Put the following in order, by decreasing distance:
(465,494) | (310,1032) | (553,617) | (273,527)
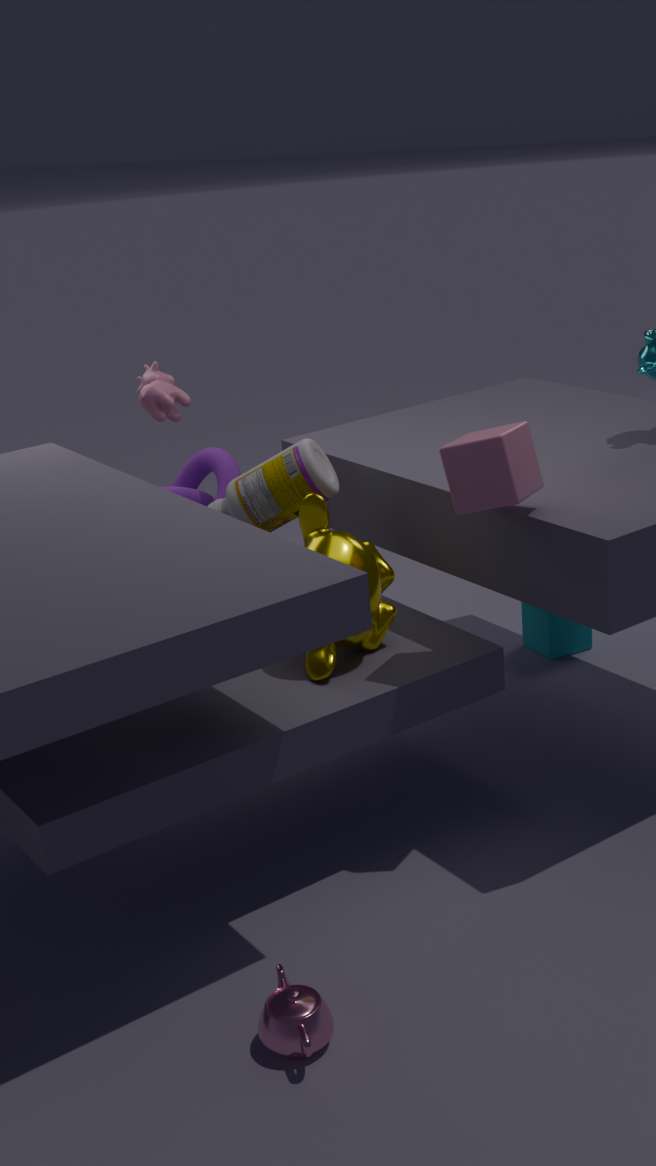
1. (553,617)
2. (273,527)
3. (465,494)
4. (310,1032)
